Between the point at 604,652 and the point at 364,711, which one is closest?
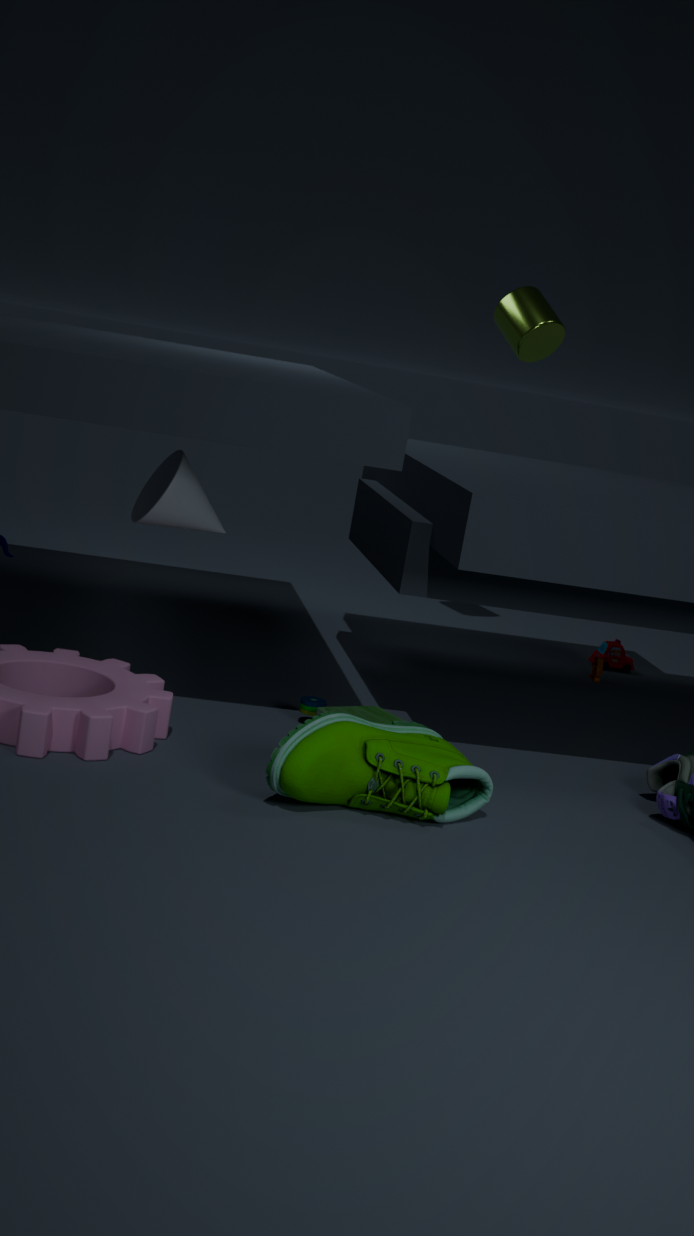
the point at 364,711
